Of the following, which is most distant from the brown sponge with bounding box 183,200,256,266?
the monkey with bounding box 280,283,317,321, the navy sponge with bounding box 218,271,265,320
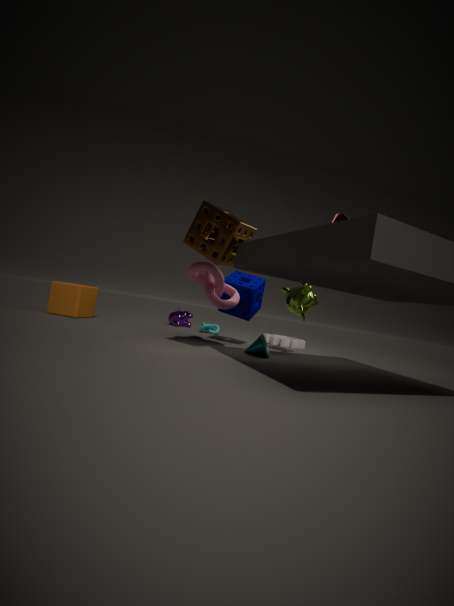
the monkey with bounding box 280,283,317,321
